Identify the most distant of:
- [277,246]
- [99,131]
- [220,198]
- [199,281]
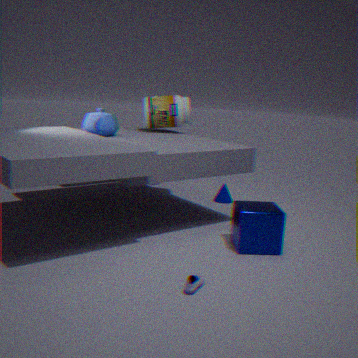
[220,198]
